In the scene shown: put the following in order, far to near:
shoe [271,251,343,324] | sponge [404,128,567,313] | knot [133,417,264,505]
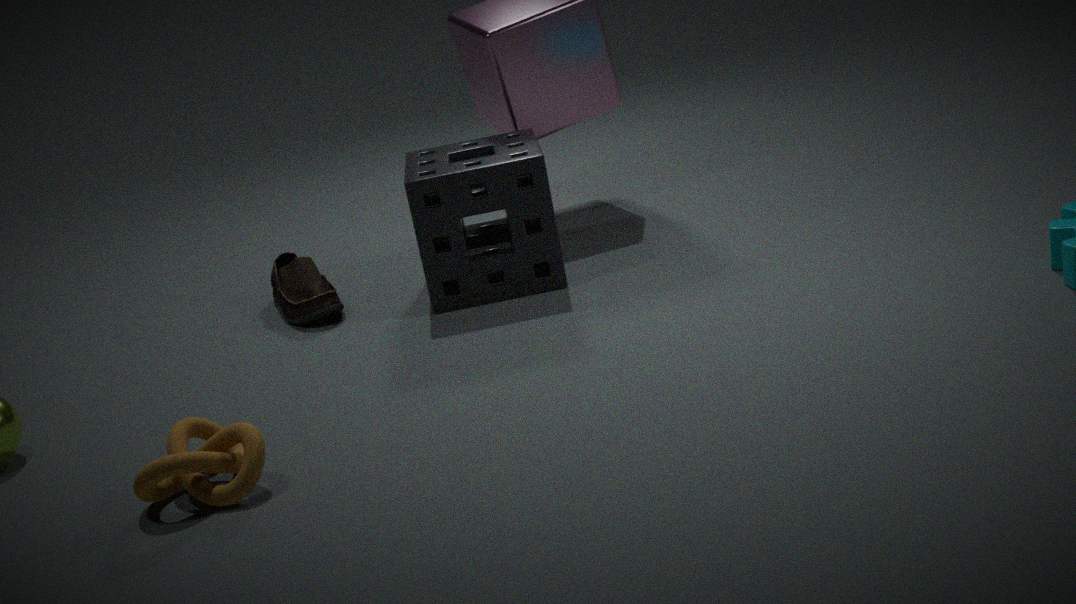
shoe [271,251,343,324], sponge [404,128,567,313], knot [133,417,264,505]
